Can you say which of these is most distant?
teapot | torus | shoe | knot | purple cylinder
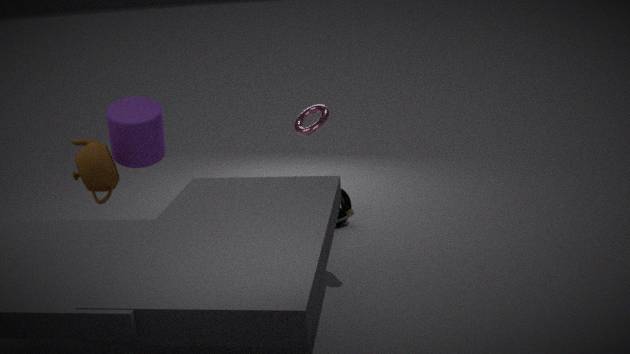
knot
